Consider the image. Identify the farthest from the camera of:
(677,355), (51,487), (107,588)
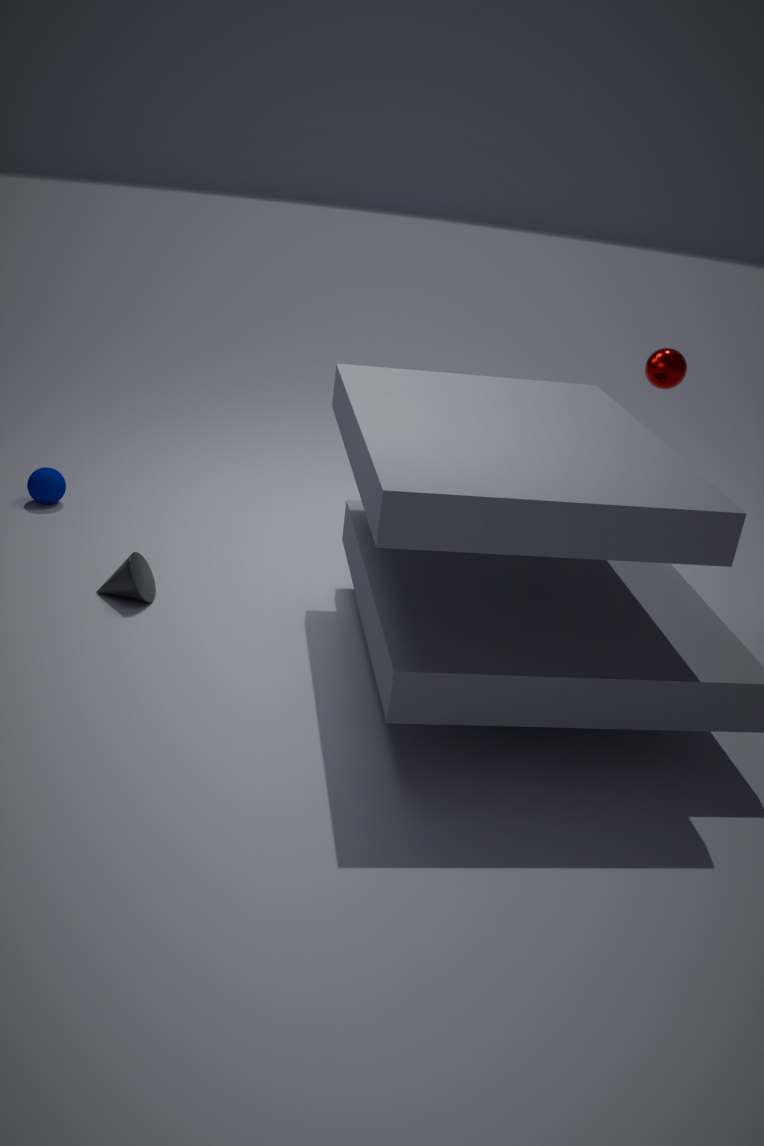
(51,487)
